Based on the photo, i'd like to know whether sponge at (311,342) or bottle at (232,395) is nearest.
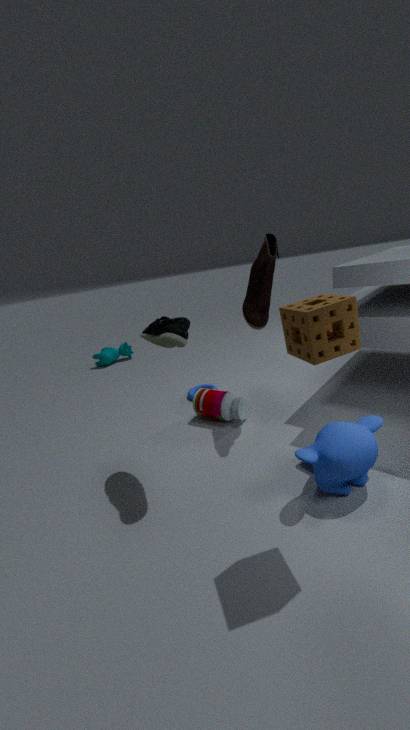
sponge at (311,342)
